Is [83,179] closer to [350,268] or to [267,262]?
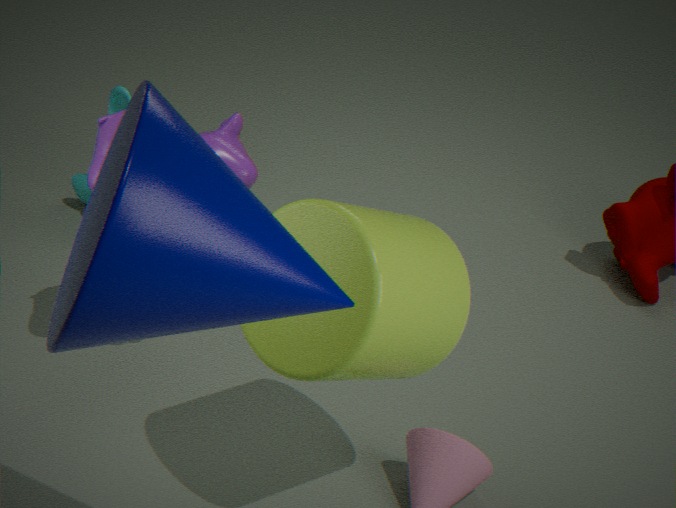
[350,268]
